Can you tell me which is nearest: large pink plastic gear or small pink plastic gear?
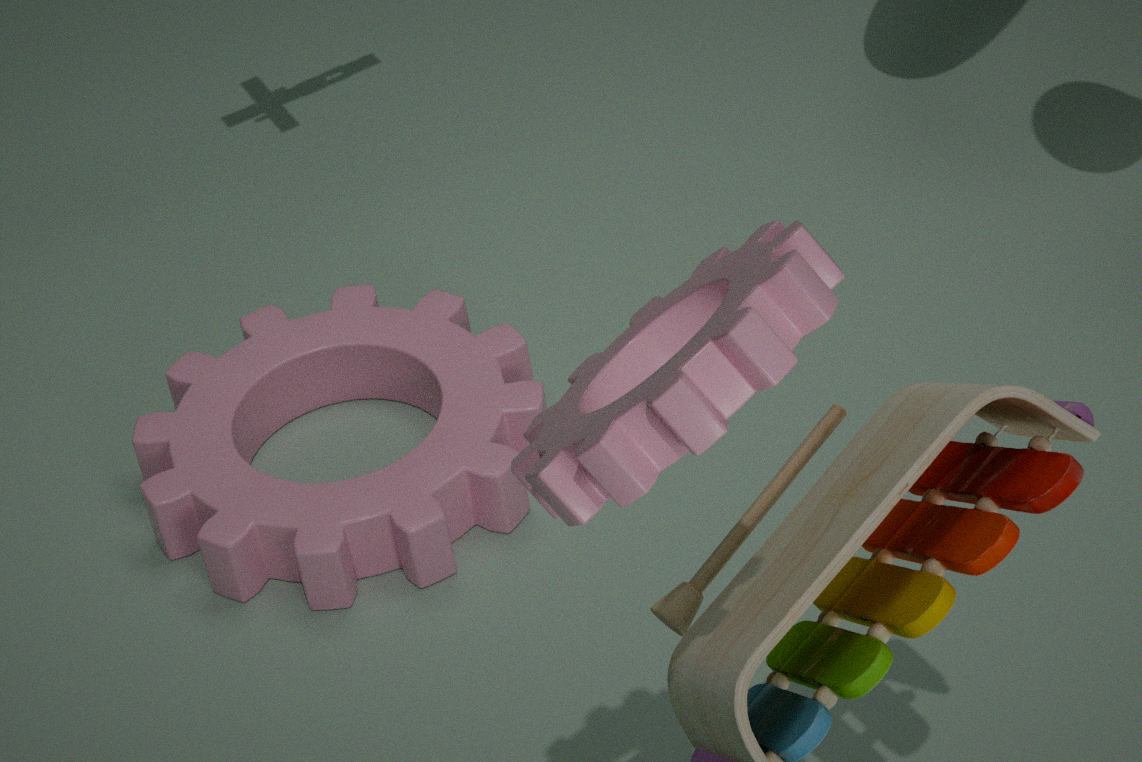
small pink plastic gear
